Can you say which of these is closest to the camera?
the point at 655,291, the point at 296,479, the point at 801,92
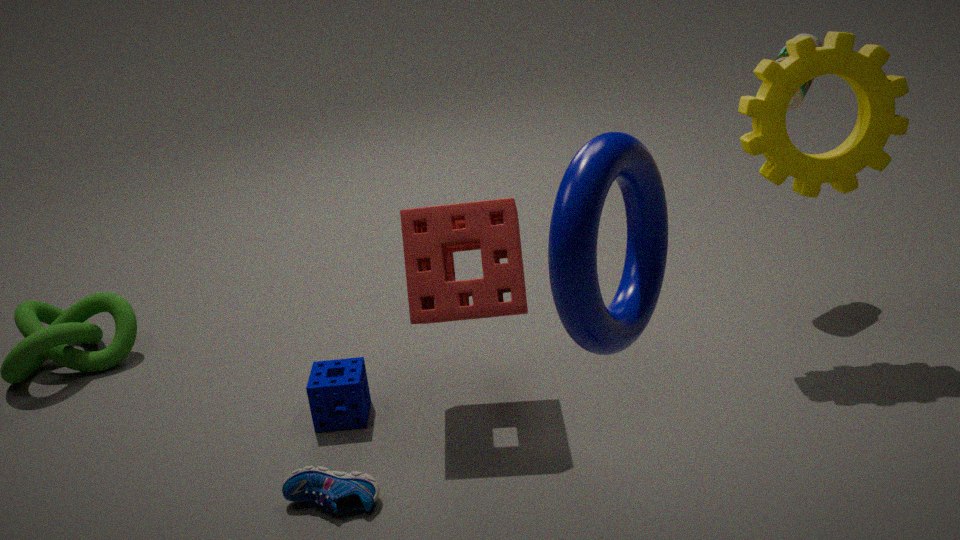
the point at 655,291
